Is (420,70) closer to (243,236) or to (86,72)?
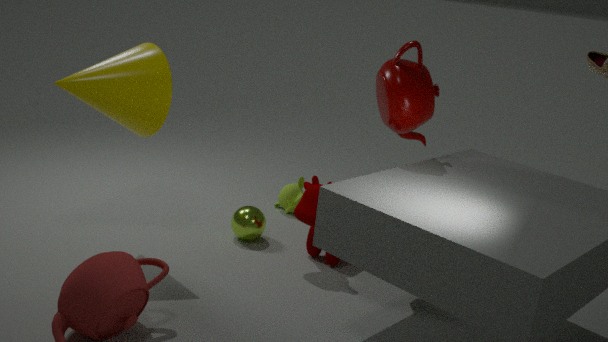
(243,236)
